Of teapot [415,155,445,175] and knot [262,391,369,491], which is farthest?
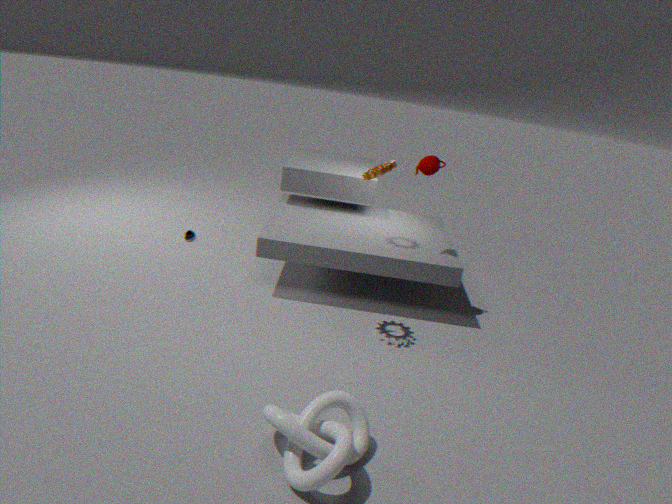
teapot [415,155,445,175]
